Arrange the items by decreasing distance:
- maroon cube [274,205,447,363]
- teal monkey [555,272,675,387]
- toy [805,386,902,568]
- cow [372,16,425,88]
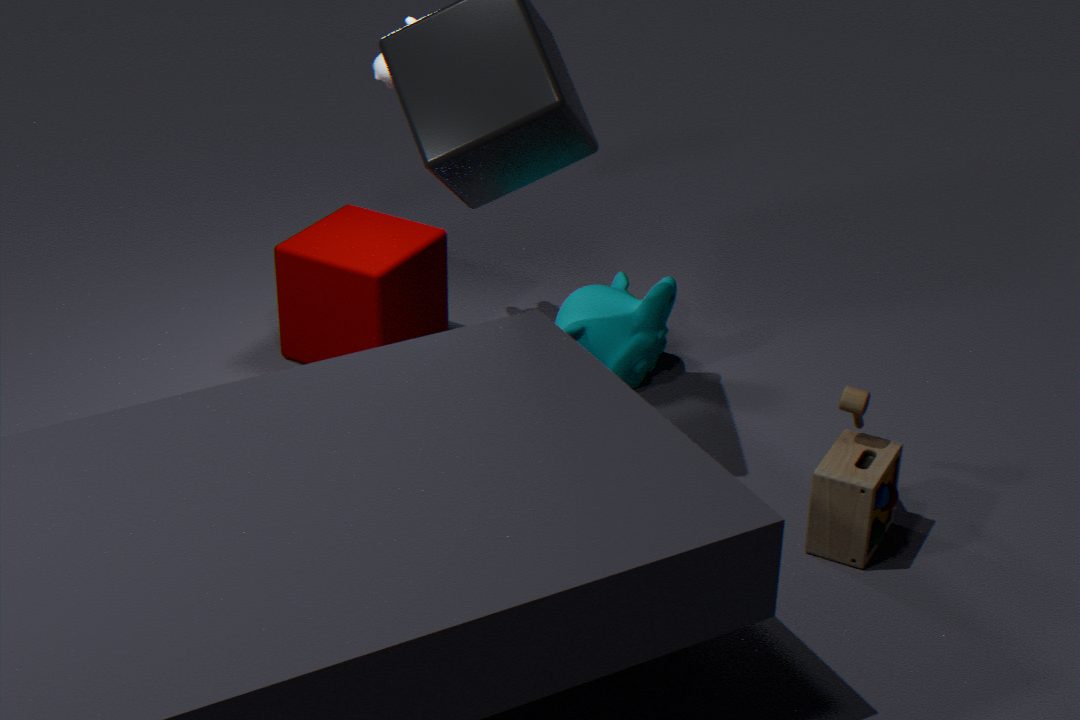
teal monkey [555,272,675,387] < maroon cube [274,205,447,363] < cow [372,16,425,88] < toy [805,386,902,568]
